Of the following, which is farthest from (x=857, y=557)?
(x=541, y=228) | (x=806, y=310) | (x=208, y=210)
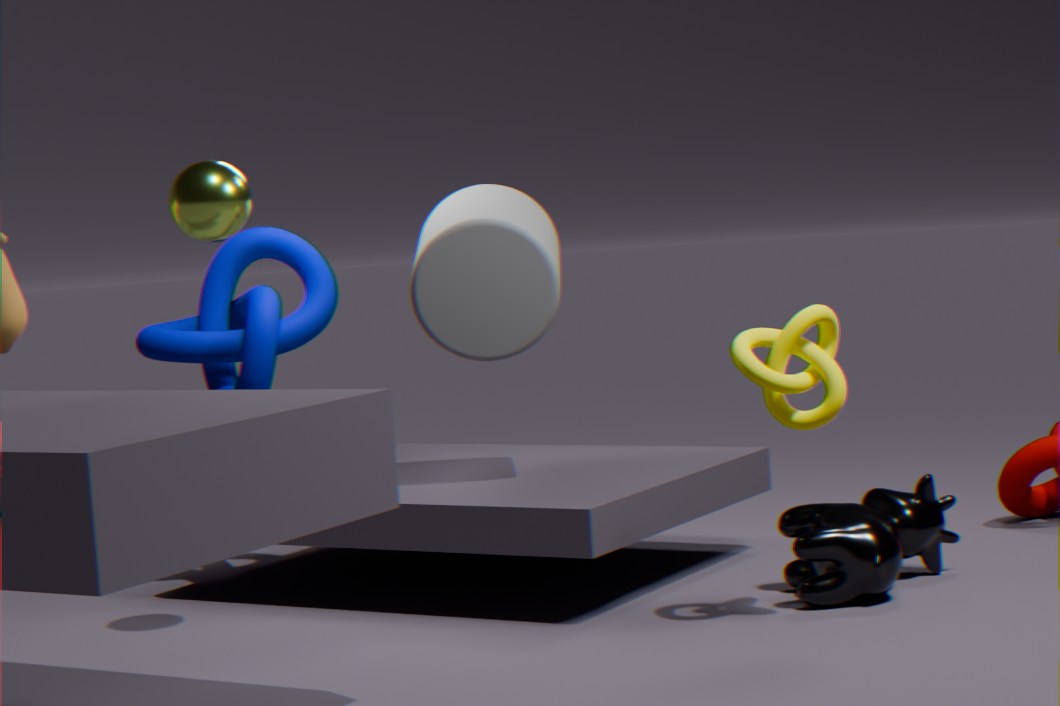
(x=208, y=210)
